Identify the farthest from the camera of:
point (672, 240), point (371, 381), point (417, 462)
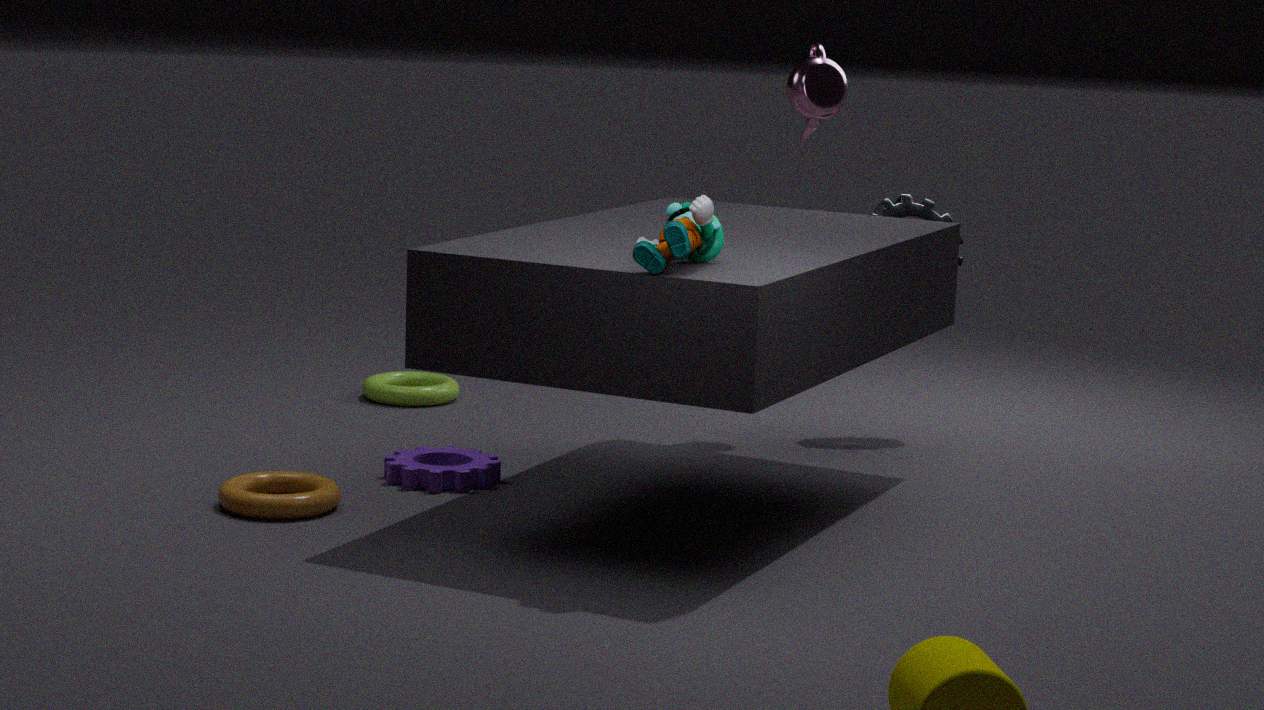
point (371, 381)
